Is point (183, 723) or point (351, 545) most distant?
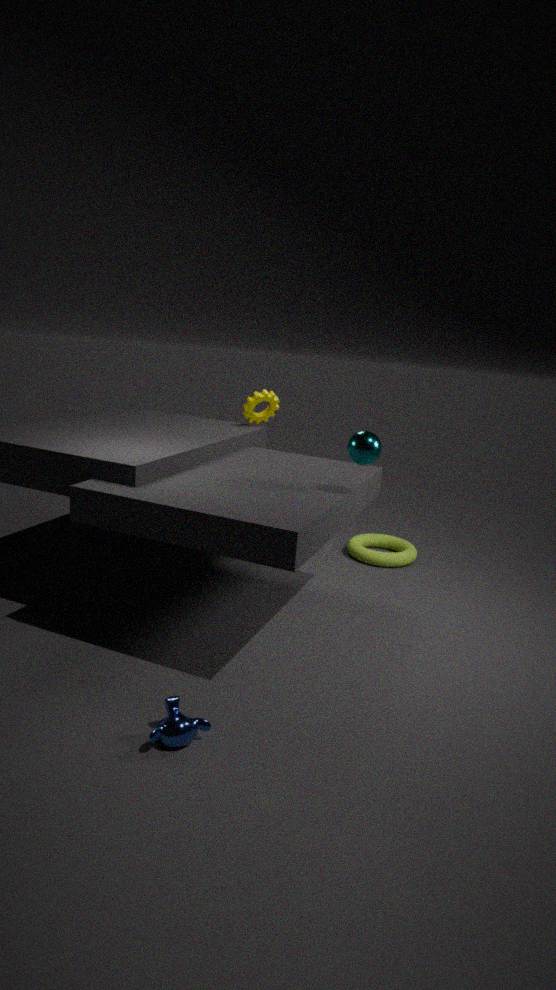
point (351, 545)
